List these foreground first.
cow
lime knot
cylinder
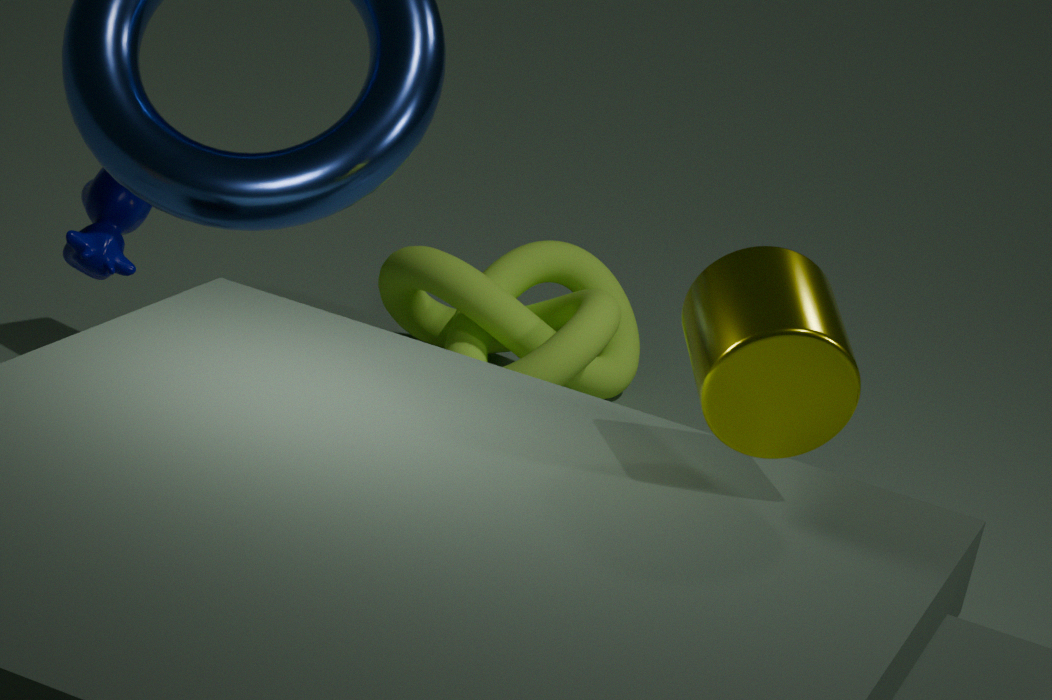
cylinder
cow
lime knot
